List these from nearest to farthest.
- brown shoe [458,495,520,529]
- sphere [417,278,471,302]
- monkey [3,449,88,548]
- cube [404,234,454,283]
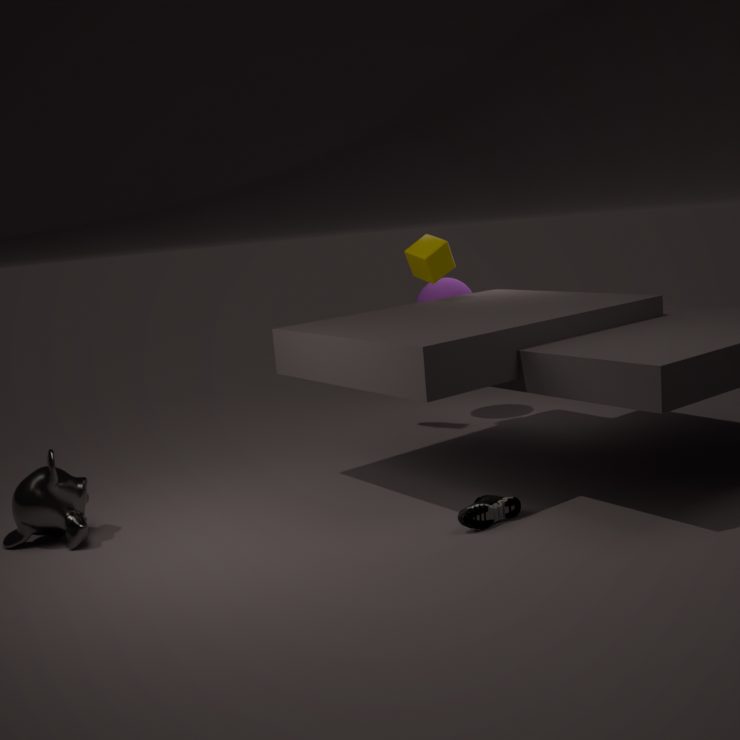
brown shoe [458,495,520,529]
monkey [3,449,88,548]
cube [404,234,454,283]
sphere [417,278,471,302]
